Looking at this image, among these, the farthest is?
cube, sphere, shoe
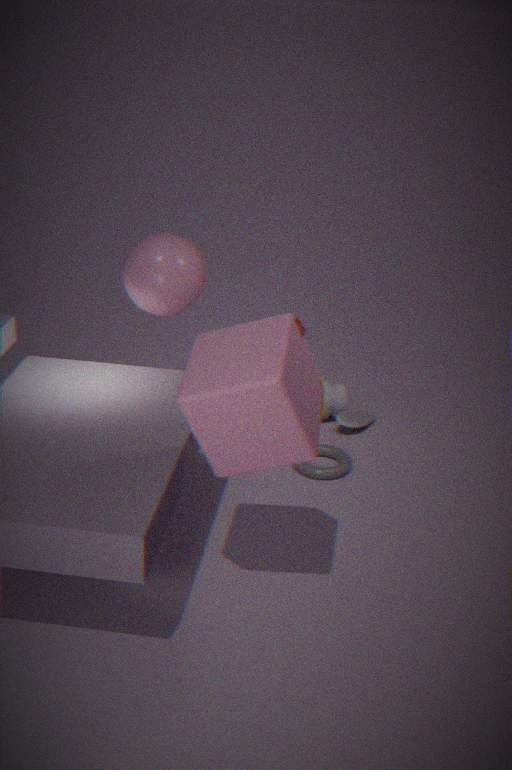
shoe
